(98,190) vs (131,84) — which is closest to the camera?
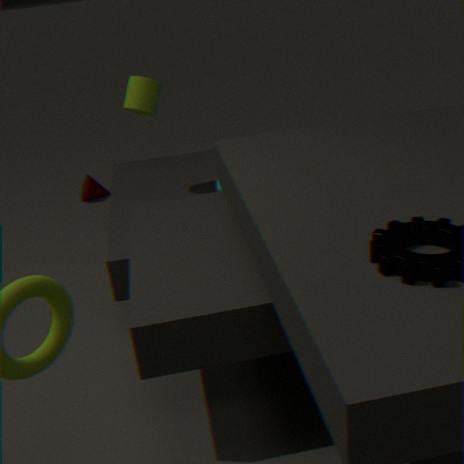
(131,84)
